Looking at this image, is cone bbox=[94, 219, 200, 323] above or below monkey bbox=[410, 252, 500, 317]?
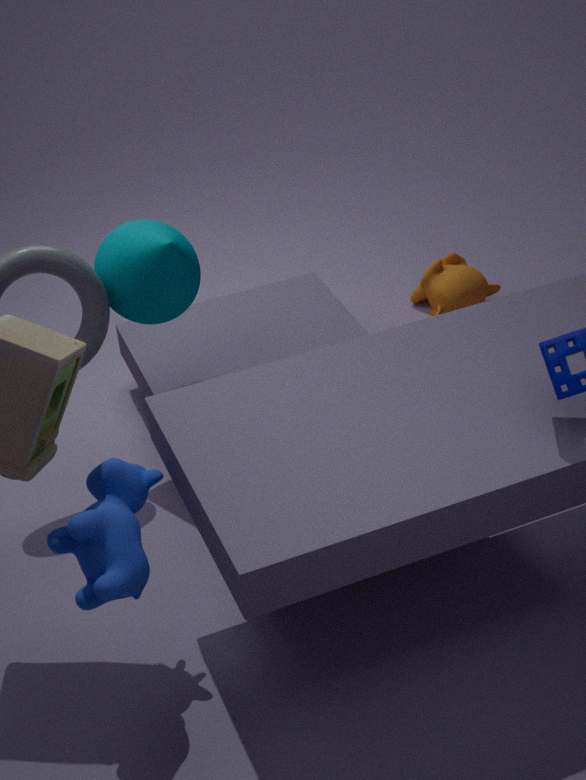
above
